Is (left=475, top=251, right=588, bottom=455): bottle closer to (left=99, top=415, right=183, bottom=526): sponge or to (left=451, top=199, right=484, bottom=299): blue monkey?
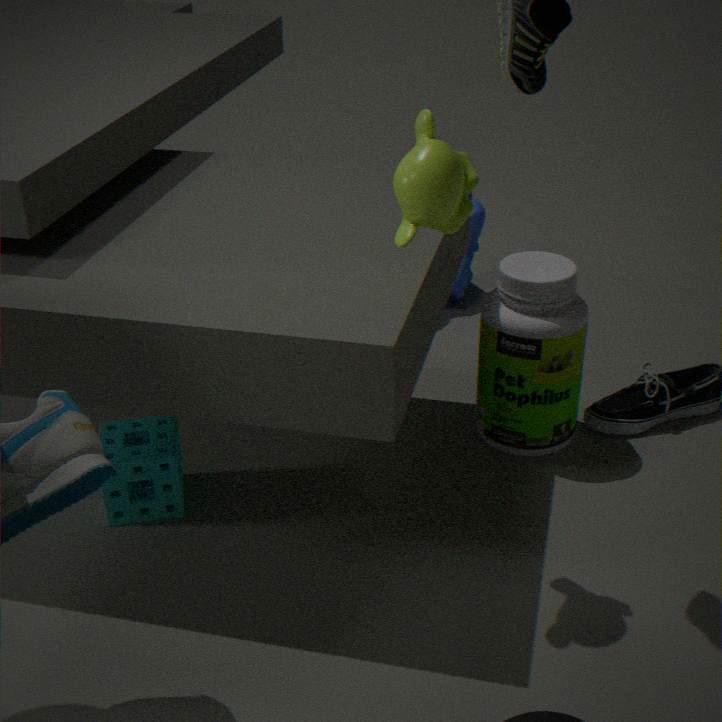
(left=451, top=199, right=484, bottom=299): blue monkey
